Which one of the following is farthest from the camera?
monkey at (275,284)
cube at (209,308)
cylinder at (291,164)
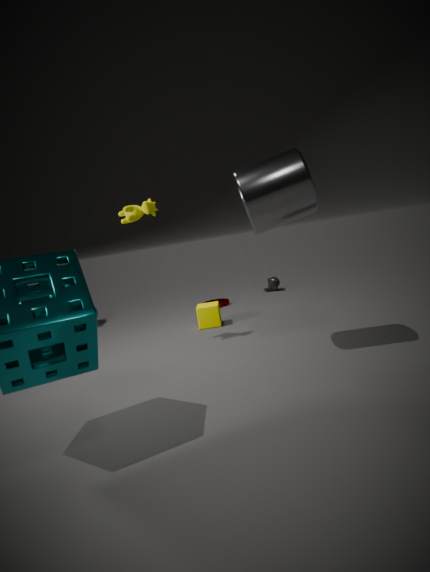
monkey at (275,284)
